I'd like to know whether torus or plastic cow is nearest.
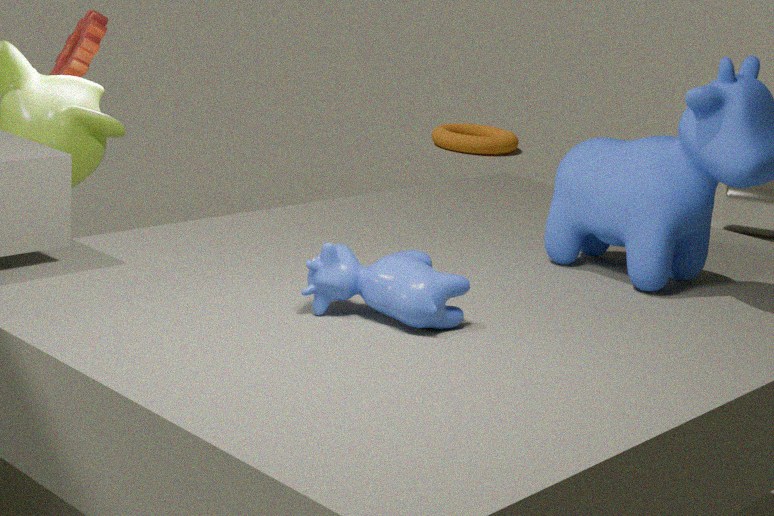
plastic cow
